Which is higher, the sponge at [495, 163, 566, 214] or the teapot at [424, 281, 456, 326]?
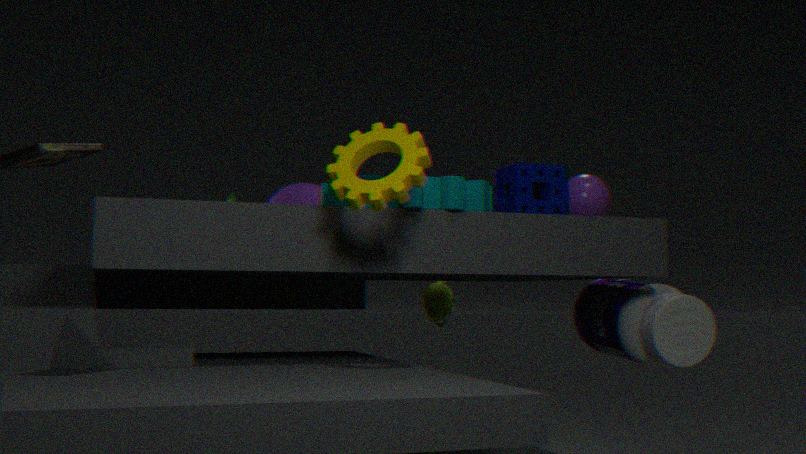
the sponge at [495, 163, 566, 214]
